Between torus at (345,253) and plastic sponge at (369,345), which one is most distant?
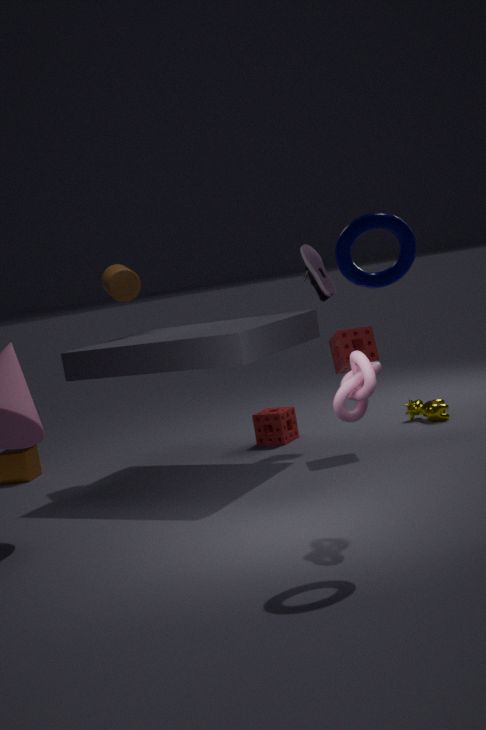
plastic sponge at (369,345)
